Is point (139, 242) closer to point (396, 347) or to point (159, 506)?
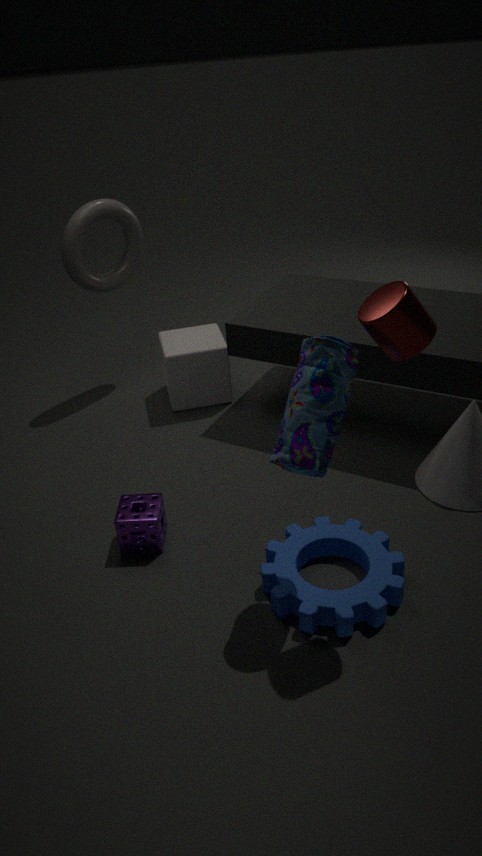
point (159, 506)
